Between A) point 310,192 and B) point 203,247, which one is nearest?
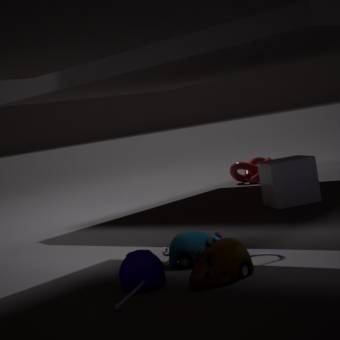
B. point 203,247
